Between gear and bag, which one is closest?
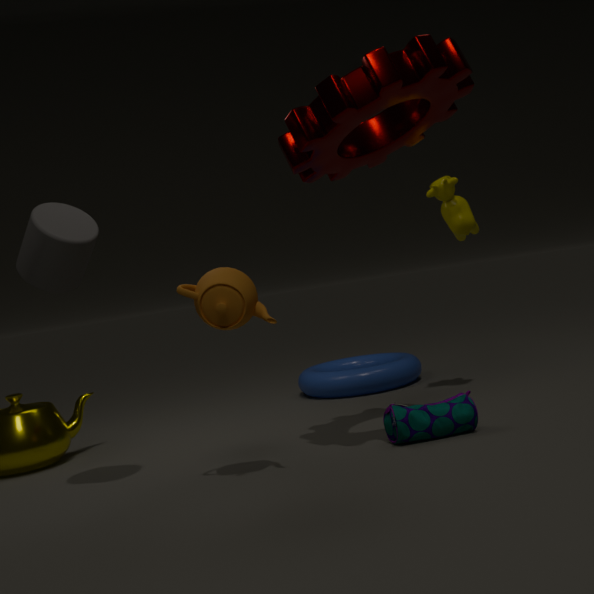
gear
